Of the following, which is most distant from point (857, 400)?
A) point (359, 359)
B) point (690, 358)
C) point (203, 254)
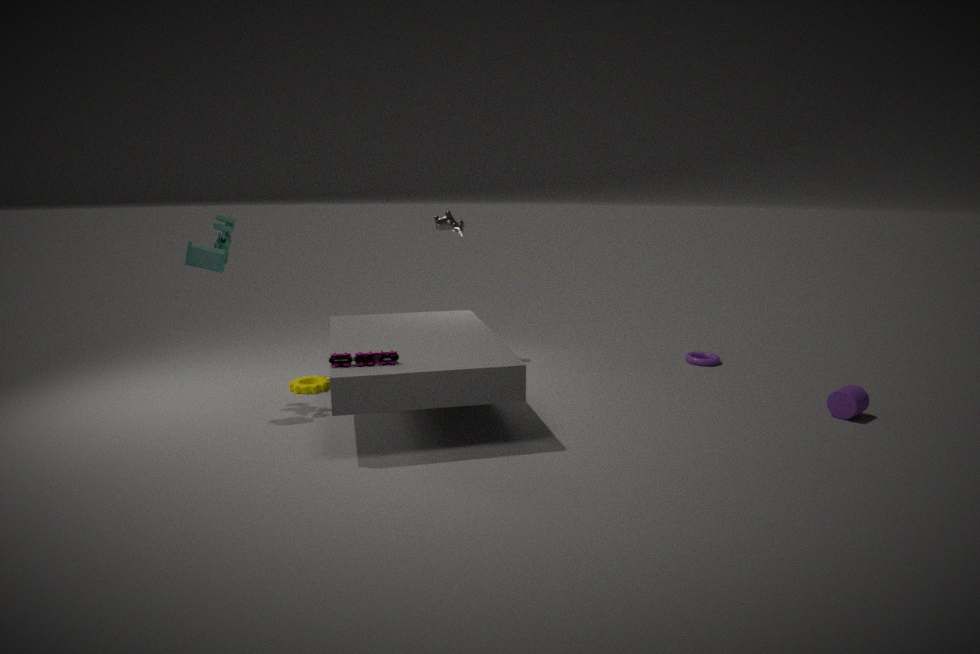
point (203, 254)
